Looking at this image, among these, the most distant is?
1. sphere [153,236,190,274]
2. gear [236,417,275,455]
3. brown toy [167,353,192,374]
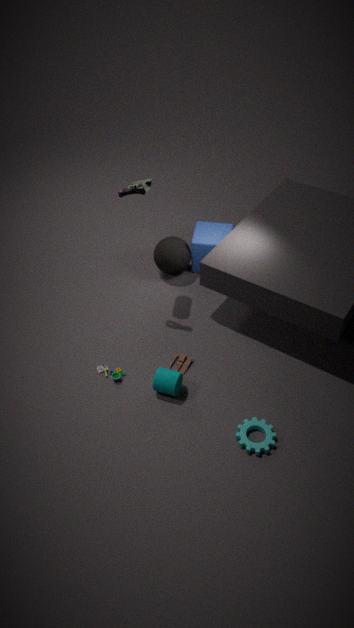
sphere [153,236,190,274]
